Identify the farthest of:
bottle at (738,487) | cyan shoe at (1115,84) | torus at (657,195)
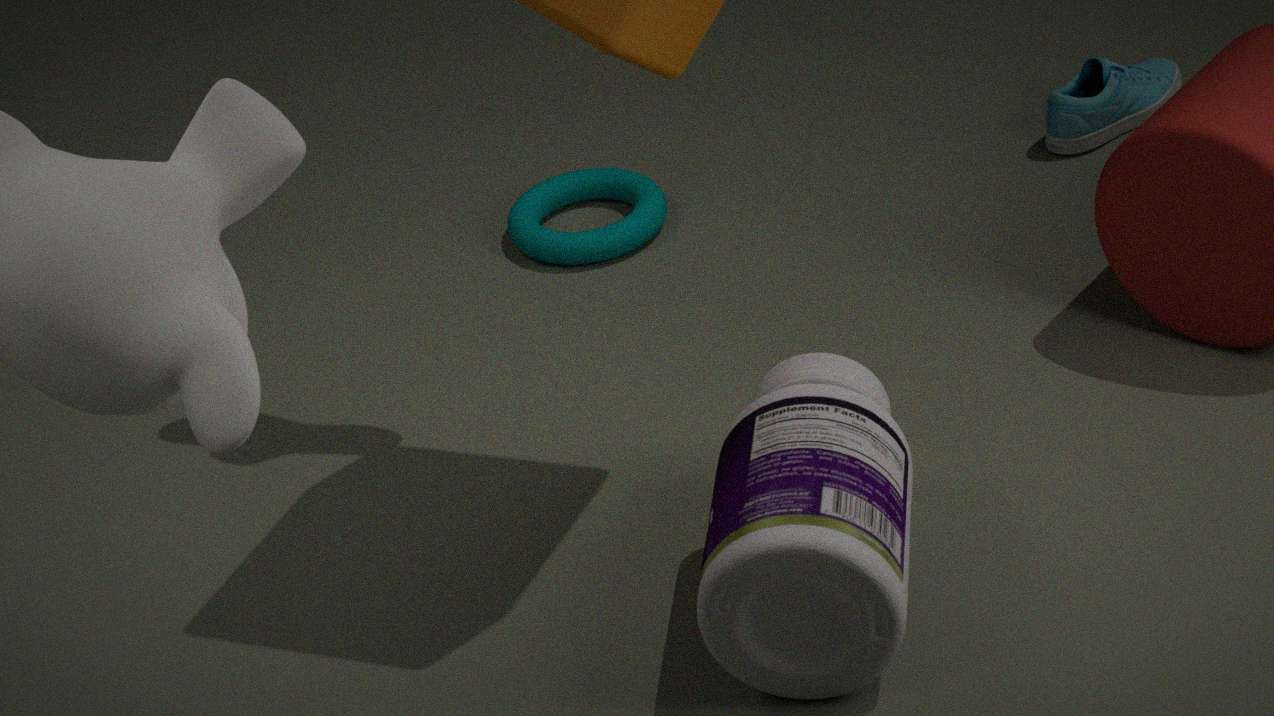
cyan shoe at (1115,84)
